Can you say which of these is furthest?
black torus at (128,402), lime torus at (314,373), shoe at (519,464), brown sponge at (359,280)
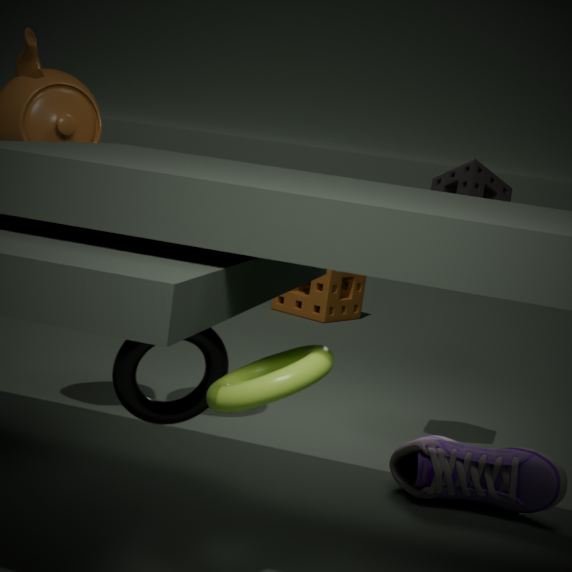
brown sponge at (359,280)
